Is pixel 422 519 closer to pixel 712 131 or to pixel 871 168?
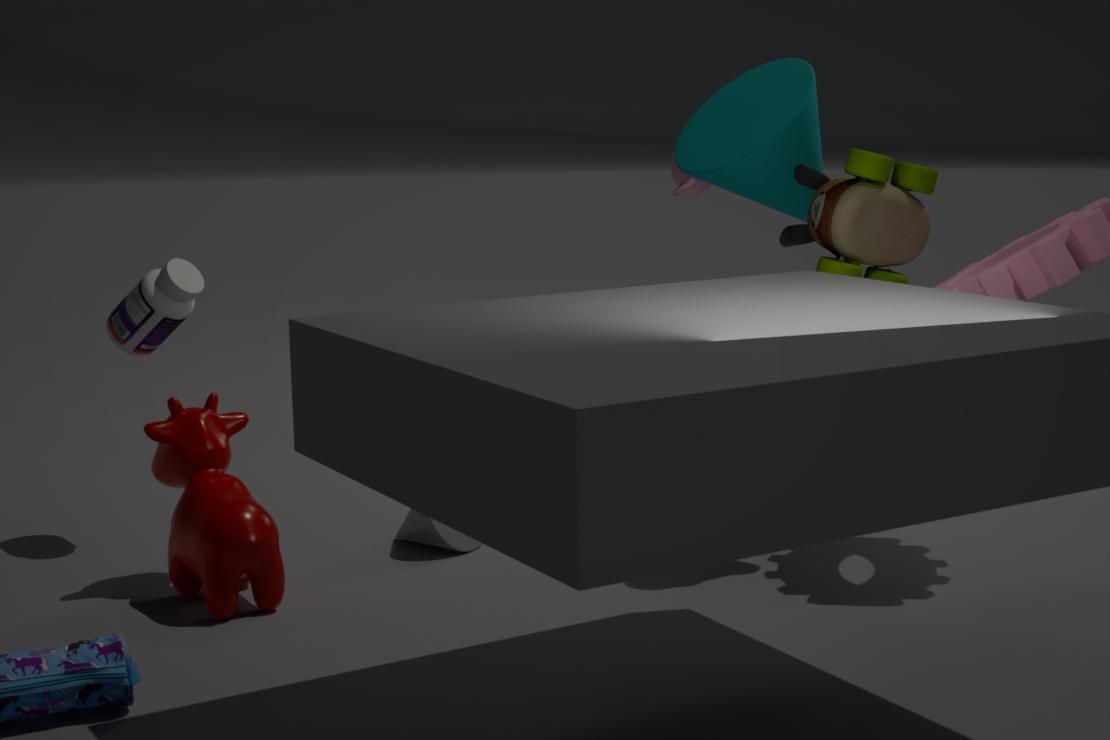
pixel 871 168
